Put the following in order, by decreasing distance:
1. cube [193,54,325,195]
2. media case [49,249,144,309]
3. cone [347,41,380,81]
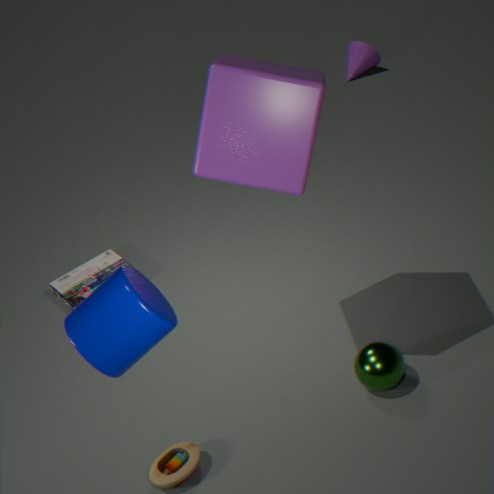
cone [347,41,380,81] < media case [49,249,144,309] < cube [193,54,325,195]
